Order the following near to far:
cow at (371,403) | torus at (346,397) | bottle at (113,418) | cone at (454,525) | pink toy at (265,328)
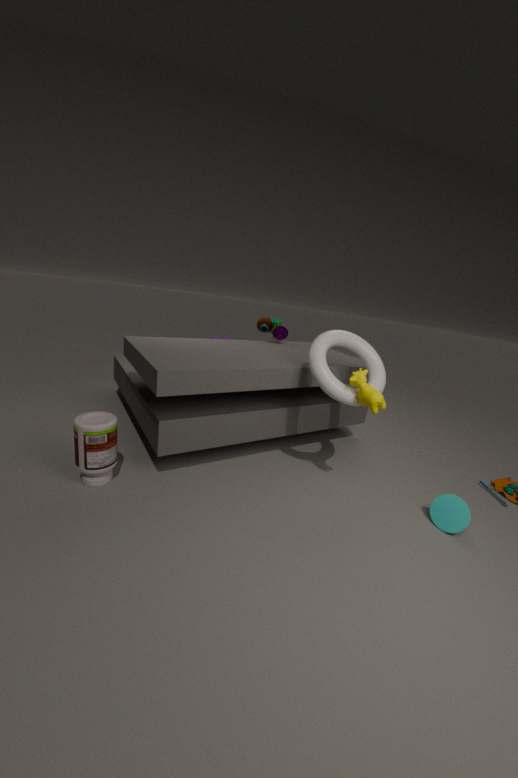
bottle at (113,418) < cow at (371,403) < cone at (454,525) < torus at (346,397) < pink toy at (265,328)
